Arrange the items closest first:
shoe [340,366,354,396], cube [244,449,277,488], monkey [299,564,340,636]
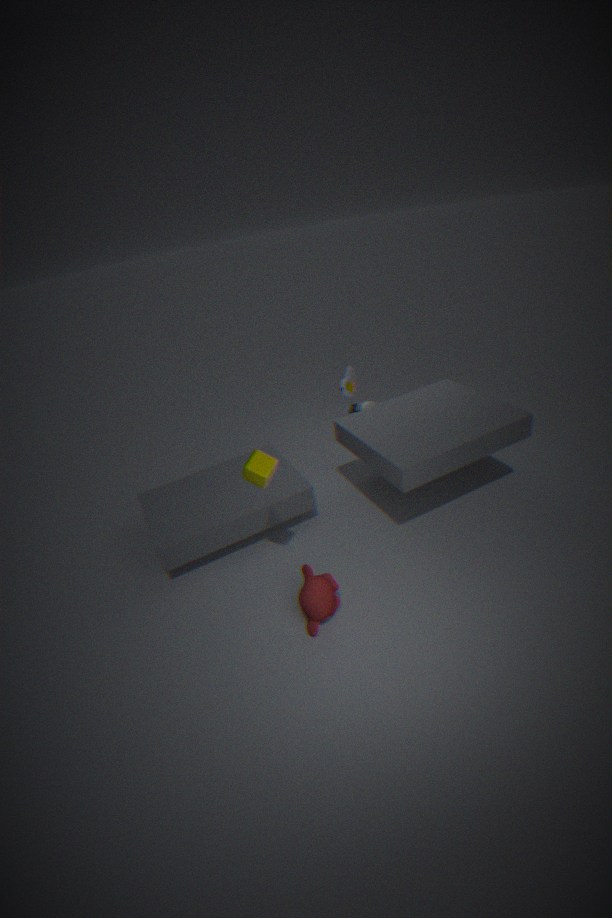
monkey [299,564,340,636]
cube [244,449,277,488]
shoe [340,366,354,396]
